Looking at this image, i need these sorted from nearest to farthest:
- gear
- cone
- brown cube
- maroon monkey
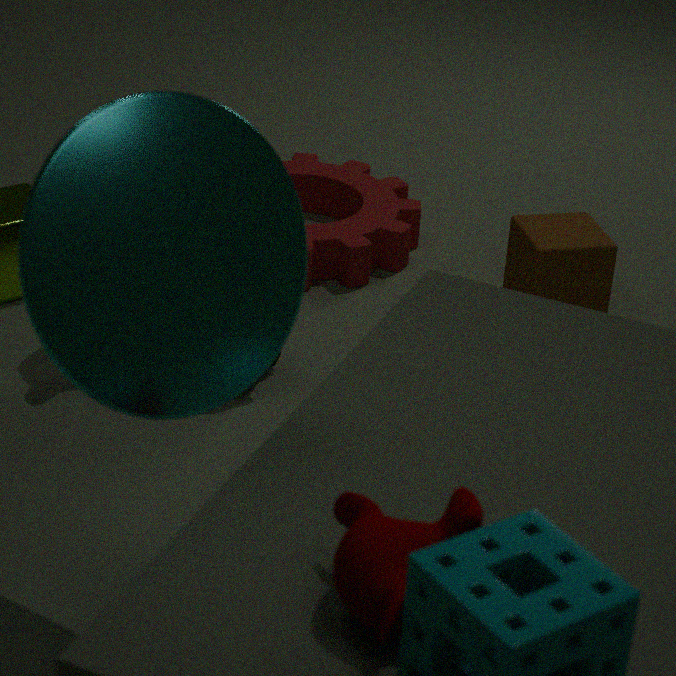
maroon monkey
cone
brown cube
gear
